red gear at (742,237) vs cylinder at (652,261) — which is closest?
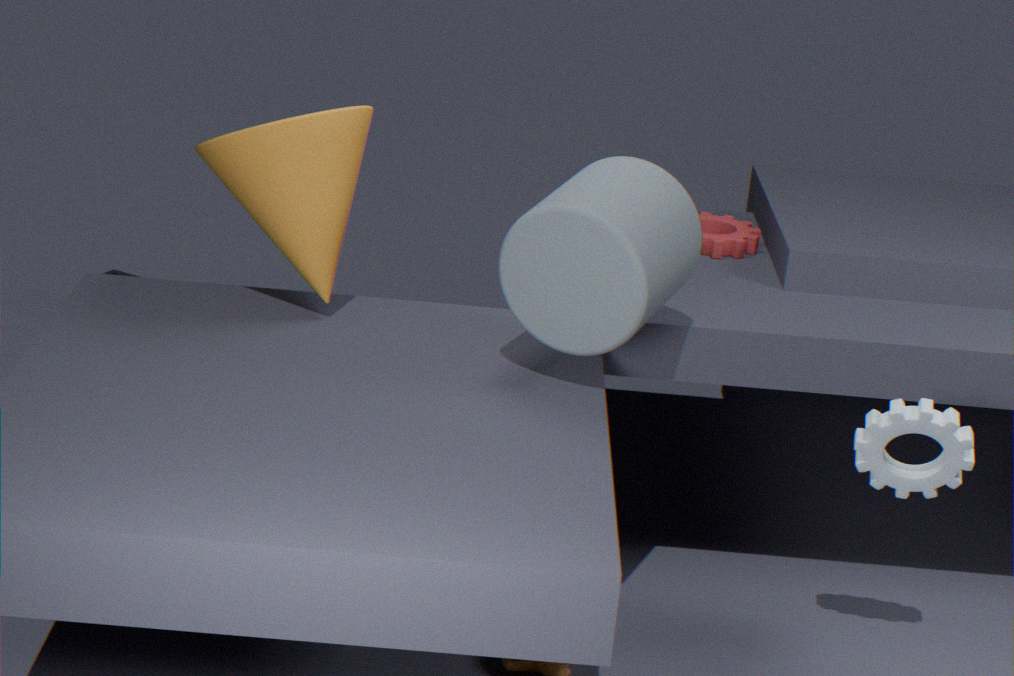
cylinder at (652,261)
